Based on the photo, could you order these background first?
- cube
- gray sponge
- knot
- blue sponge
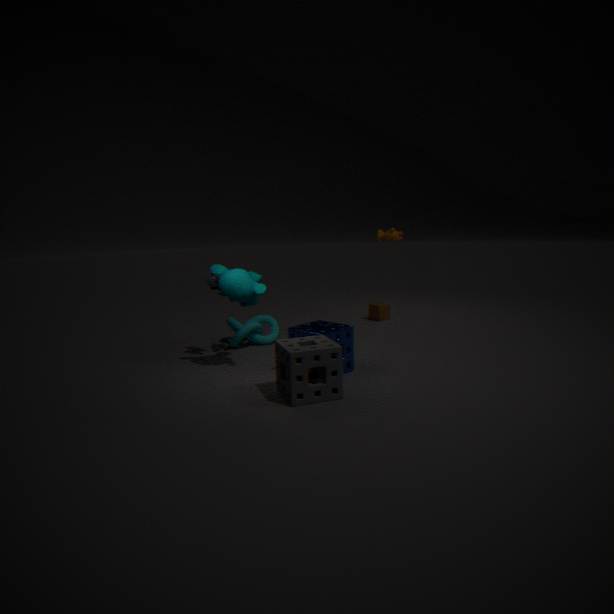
cube, knot, blue sponge, gray sponge
